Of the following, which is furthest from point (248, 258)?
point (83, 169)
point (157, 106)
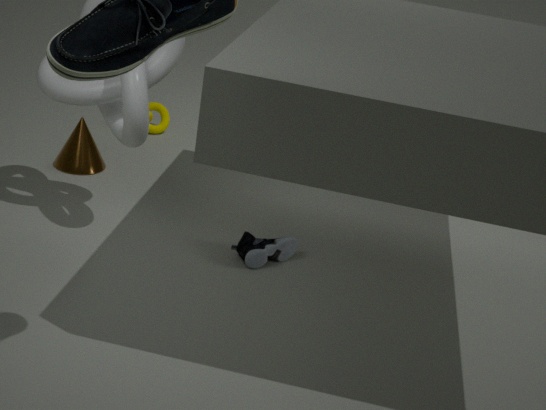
point (157, 106)
